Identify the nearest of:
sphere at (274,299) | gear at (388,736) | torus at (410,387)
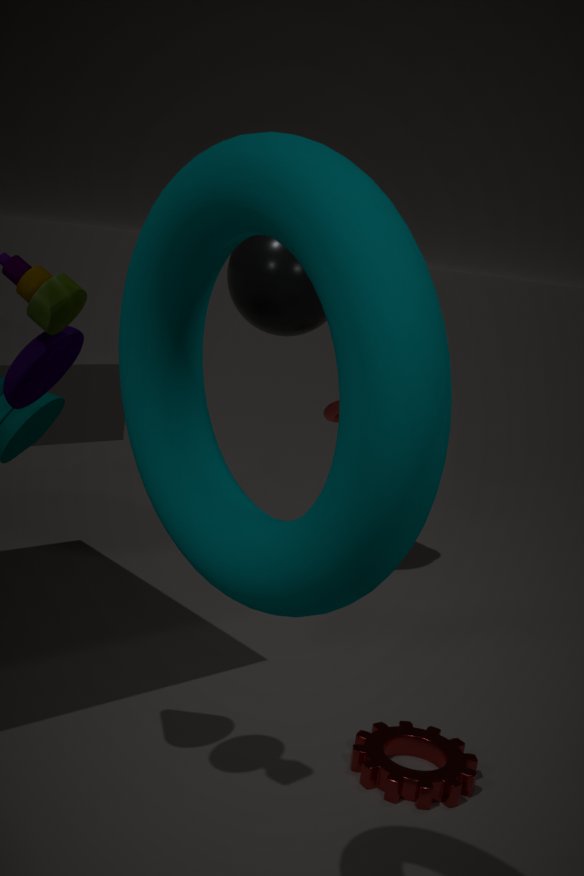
torus at (410,387)
